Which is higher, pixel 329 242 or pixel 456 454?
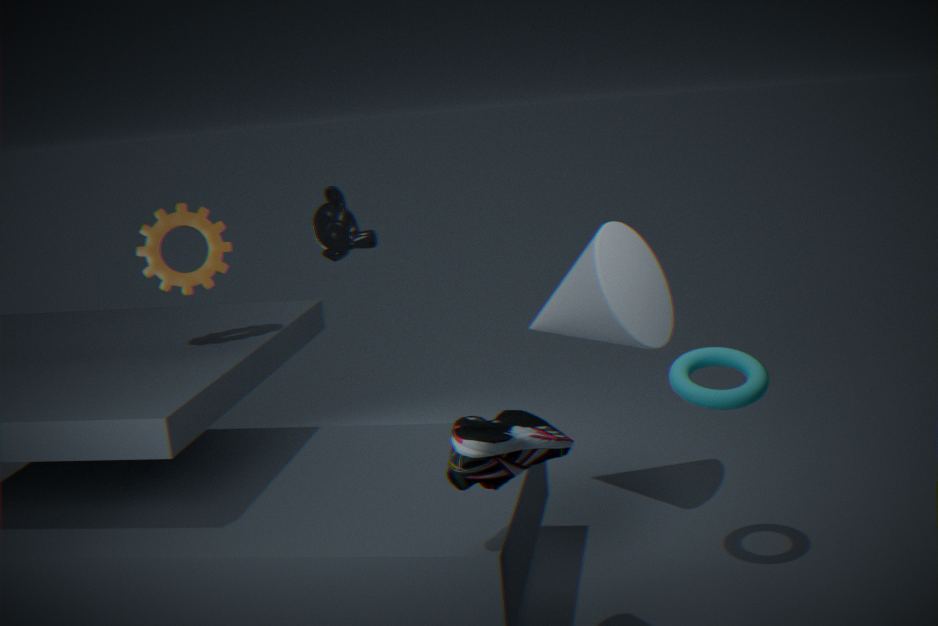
pixel 329 242
